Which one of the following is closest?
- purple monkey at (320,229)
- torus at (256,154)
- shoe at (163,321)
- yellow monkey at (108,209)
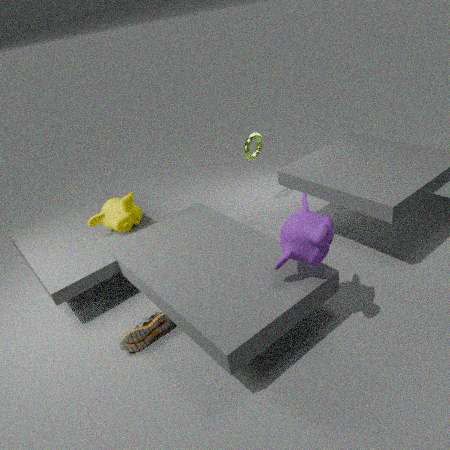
purple monkey at (320,229)
